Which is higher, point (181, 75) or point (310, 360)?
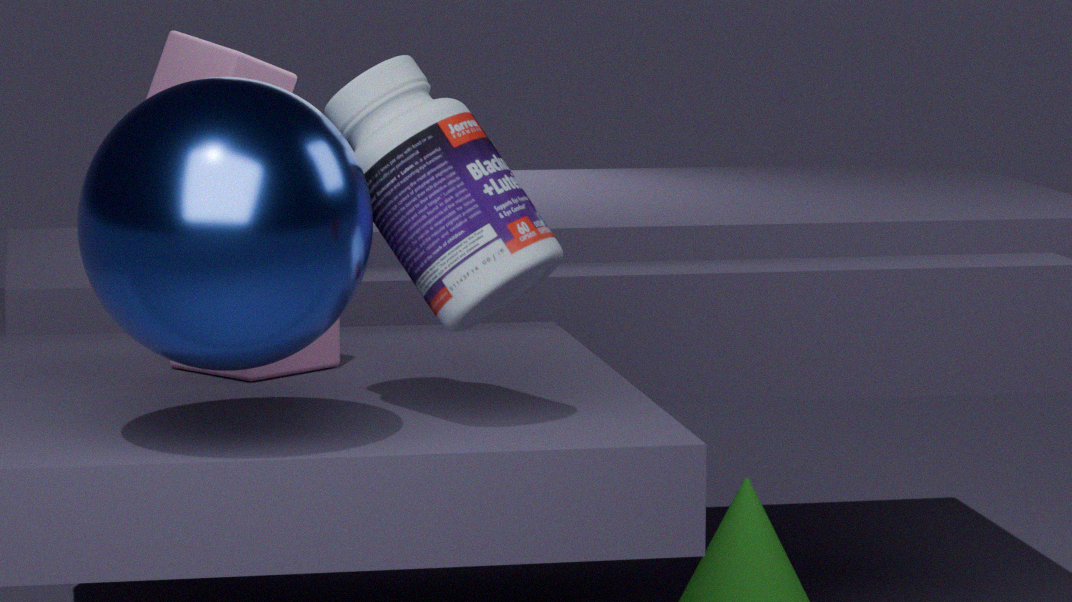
point (181, 75)
